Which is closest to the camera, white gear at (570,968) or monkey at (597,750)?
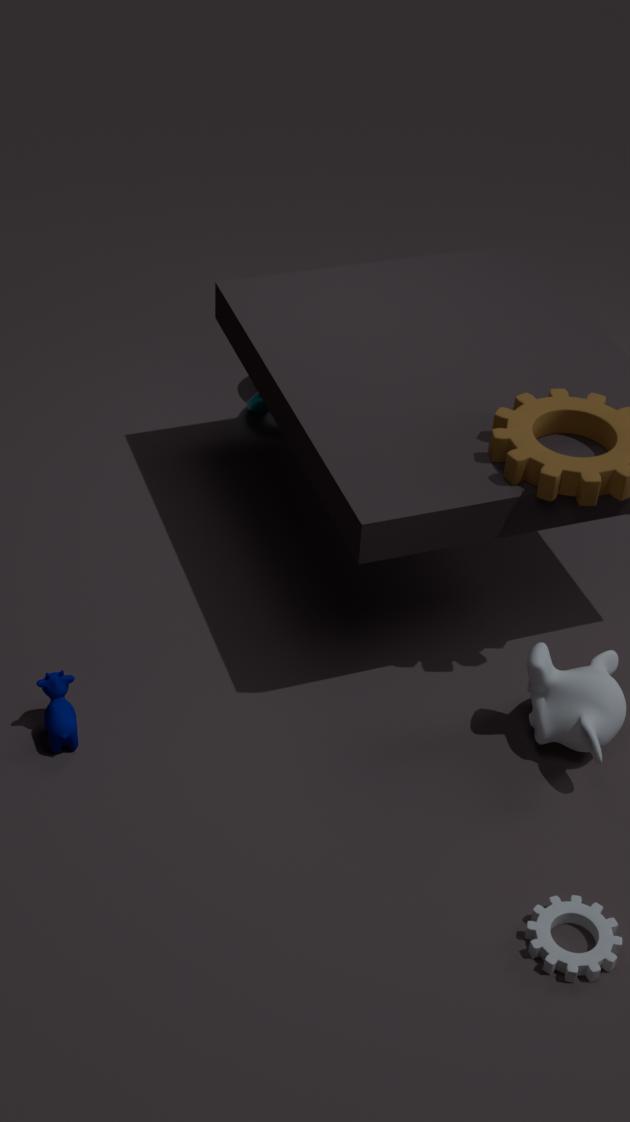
white gear at (570,968)
